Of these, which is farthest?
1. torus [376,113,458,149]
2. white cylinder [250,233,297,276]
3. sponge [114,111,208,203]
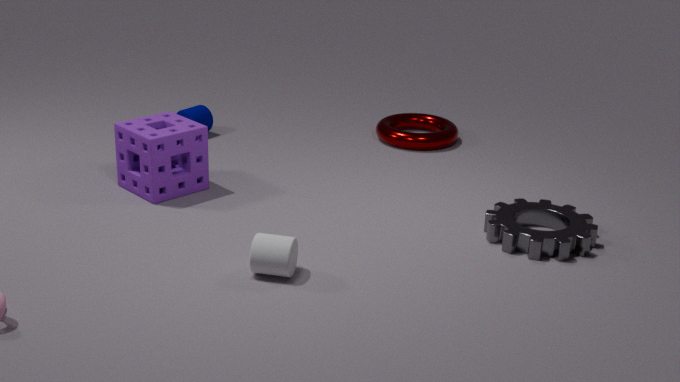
torus [376,113,458,149]
